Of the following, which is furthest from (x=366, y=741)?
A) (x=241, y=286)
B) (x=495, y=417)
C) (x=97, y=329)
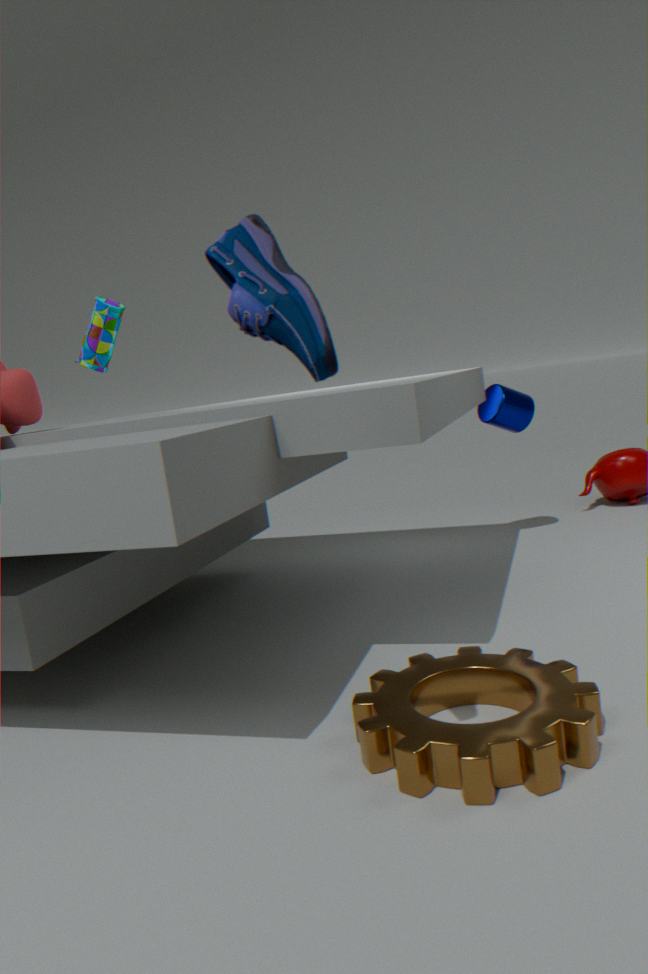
(x=495, y=417)
